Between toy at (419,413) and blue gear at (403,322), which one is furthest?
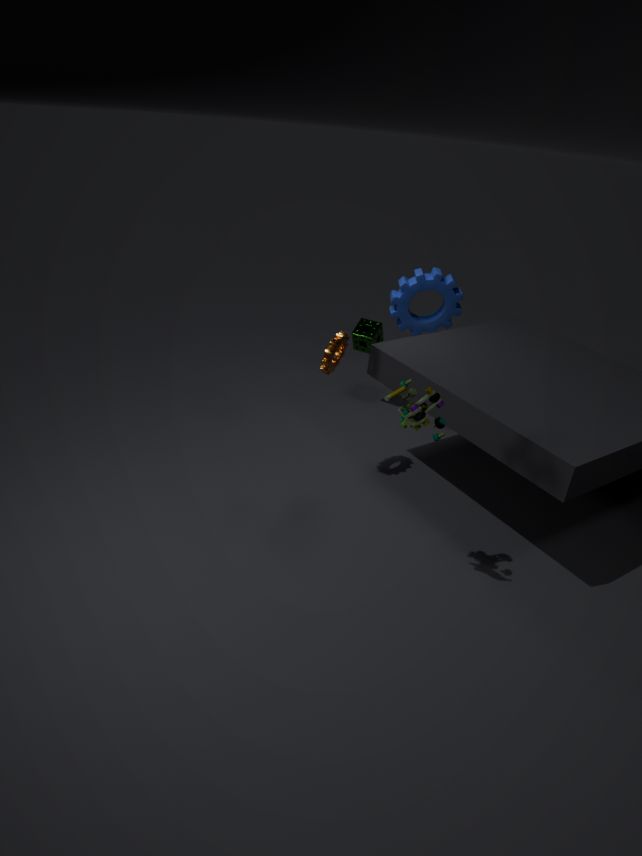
blue gear at (403,322)
